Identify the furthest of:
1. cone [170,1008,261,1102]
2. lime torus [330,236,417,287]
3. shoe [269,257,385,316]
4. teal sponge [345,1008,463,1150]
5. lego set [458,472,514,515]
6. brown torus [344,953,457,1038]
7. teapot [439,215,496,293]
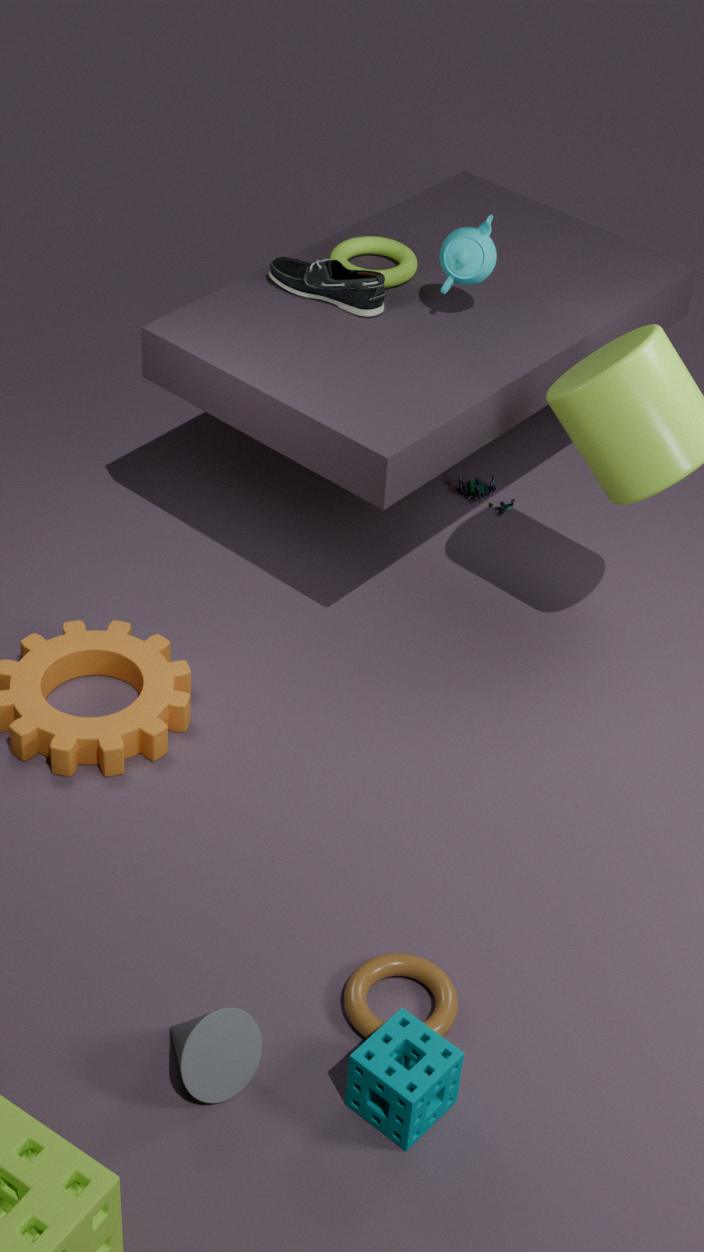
lego set [458,472,514,515]
